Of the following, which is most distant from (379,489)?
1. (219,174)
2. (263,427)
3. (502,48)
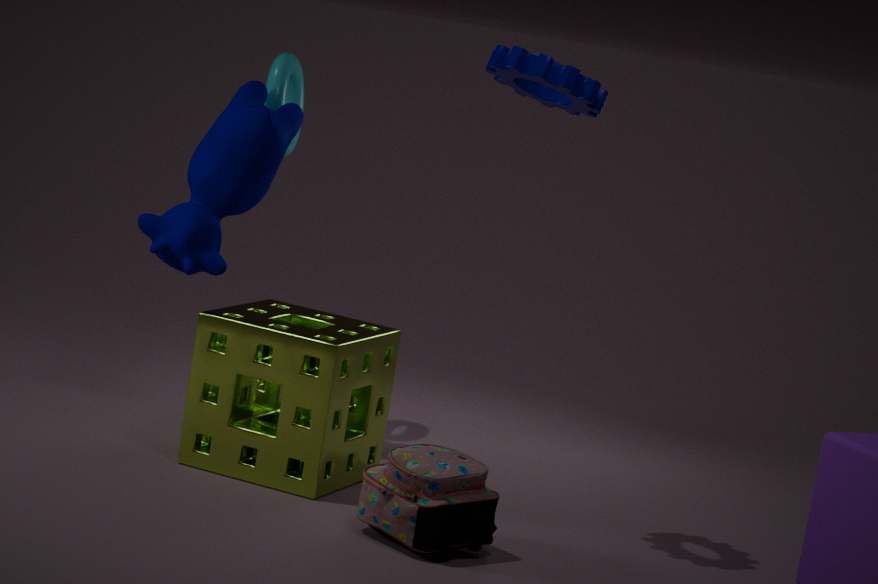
(219,174)
